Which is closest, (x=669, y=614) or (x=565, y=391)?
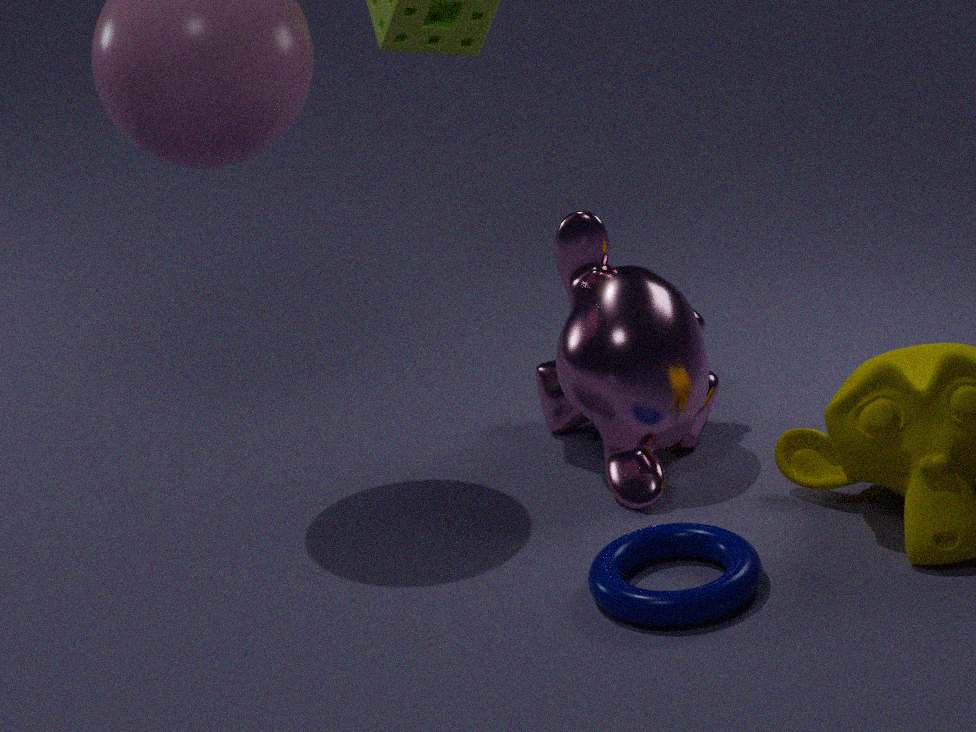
(x=669, y=614)
